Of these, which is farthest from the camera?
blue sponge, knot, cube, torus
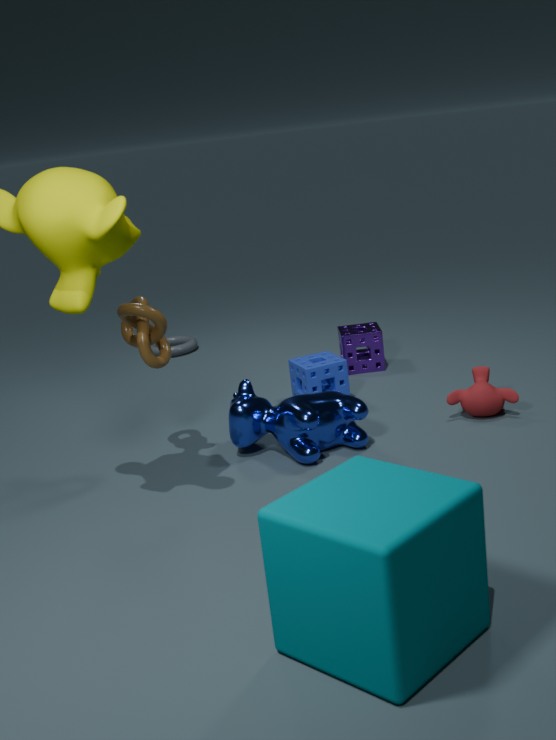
torus
